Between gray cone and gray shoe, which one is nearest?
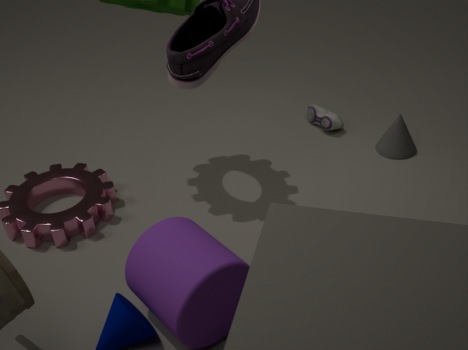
gray cone
